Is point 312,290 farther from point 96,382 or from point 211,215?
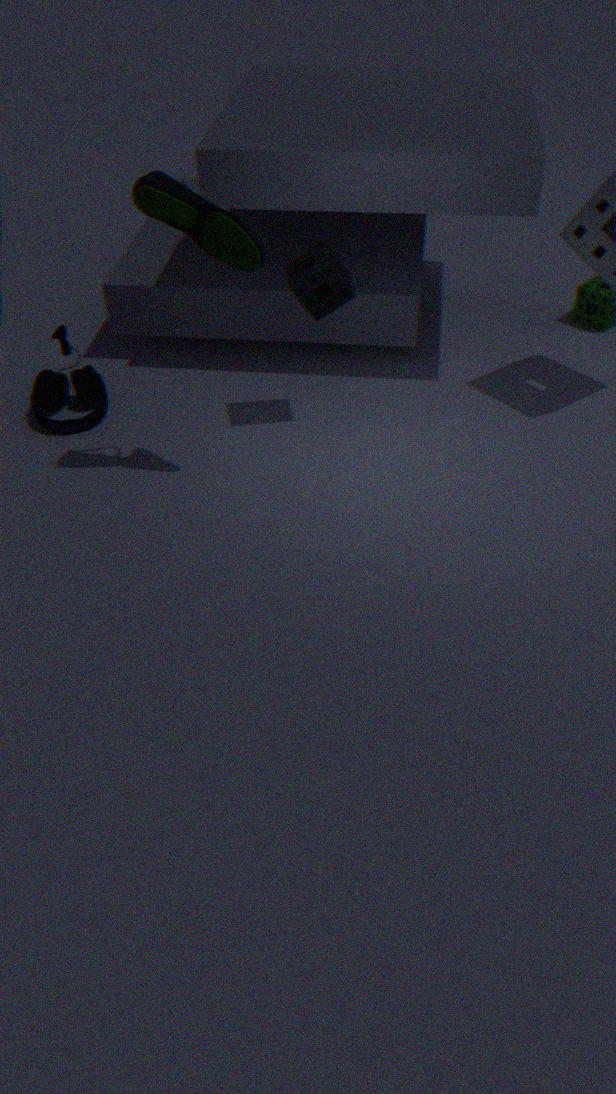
point 96,382
